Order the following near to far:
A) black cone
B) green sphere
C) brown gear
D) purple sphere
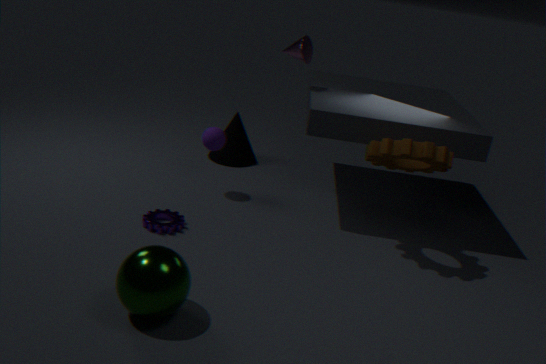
1. green sphere
2. brown gear
3. purple sphere
4. black cone
